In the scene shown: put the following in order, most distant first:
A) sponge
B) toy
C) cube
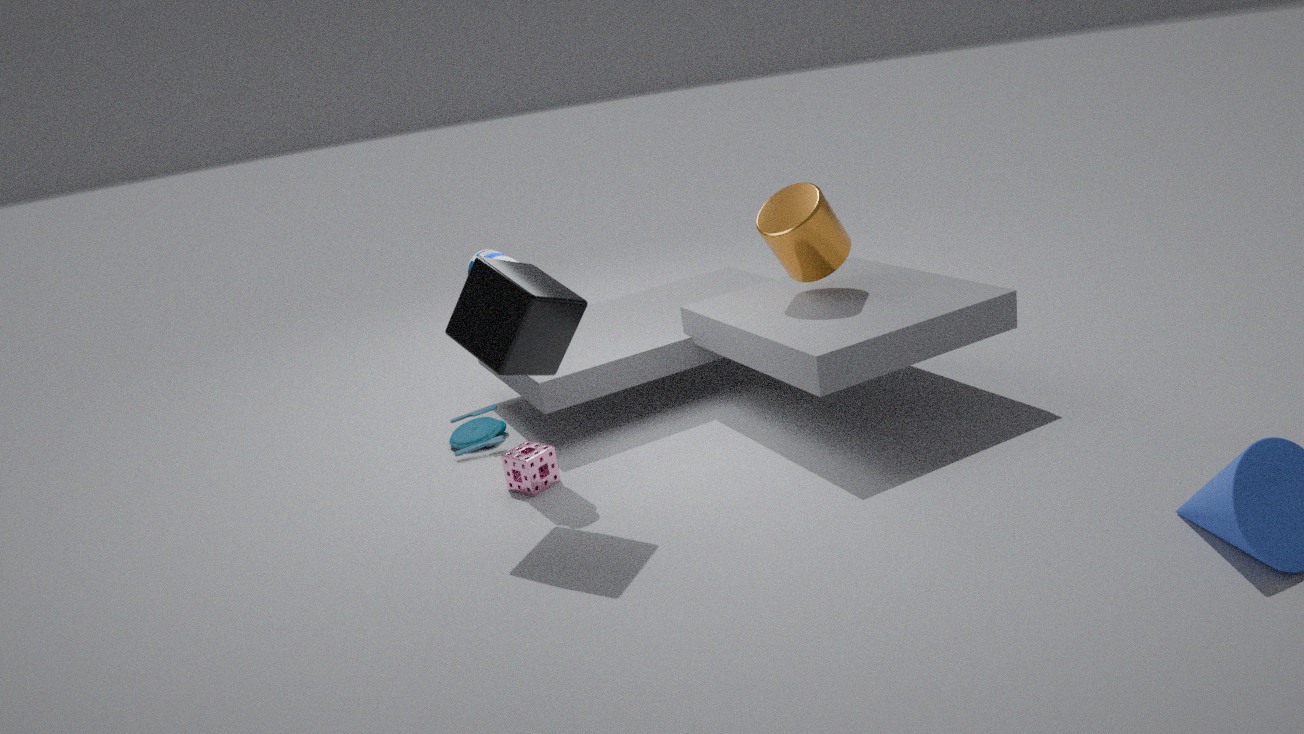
toy
sponge
cube
